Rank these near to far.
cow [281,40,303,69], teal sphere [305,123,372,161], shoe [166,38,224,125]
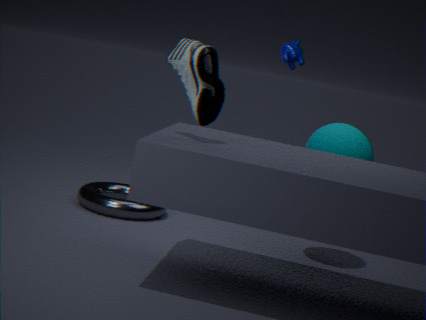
1. shoe [166,38,224,125]
2. teal sphere [305,123,372,161]
3. cow [281,40,303,69]
